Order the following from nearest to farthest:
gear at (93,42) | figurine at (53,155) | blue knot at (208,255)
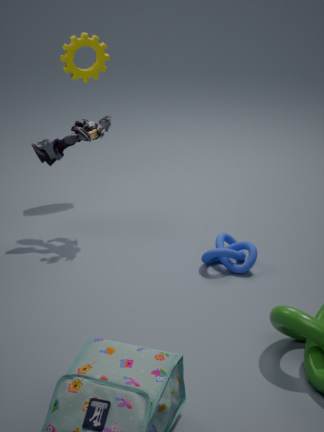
blue knot at (208,255) → figurine at (53,155) → gear at (93,42)
